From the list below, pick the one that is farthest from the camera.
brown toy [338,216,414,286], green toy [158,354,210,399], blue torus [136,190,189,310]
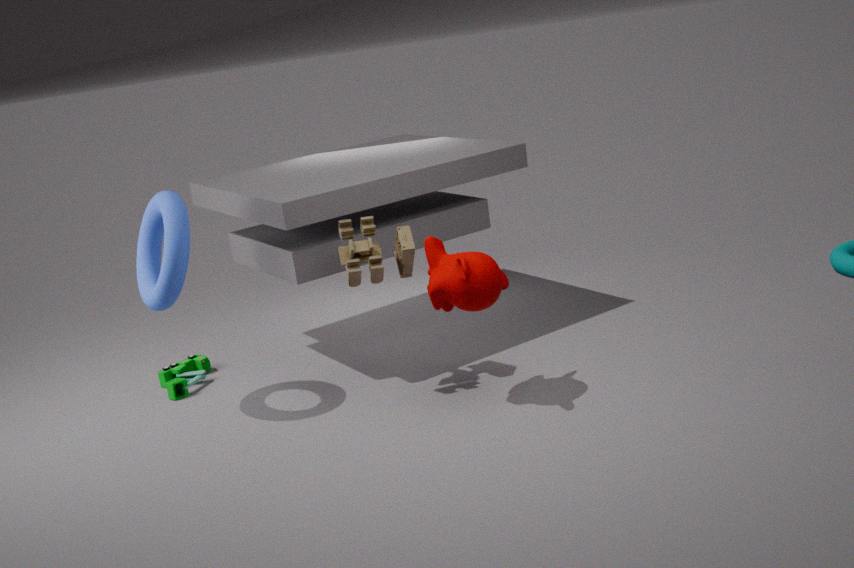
green toy [158,354,210,399]
